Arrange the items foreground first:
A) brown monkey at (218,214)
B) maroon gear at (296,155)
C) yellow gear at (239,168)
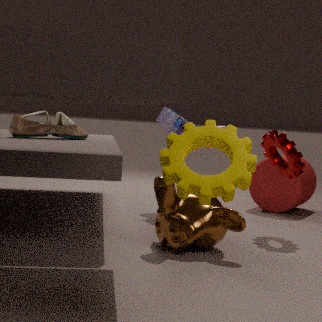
yellow gear at (239,168), brown monkey at (218,214), maroon gear at (296,155)
